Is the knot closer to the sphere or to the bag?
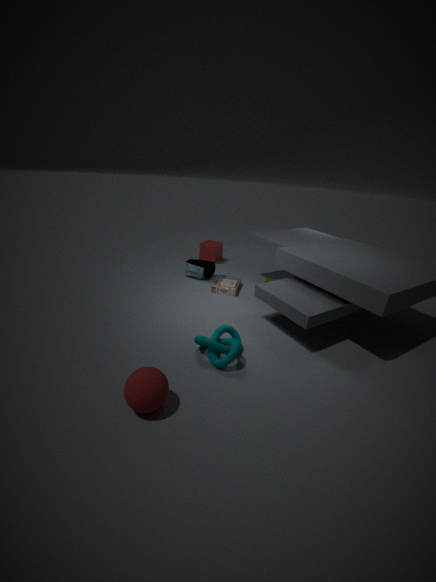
the sphere
